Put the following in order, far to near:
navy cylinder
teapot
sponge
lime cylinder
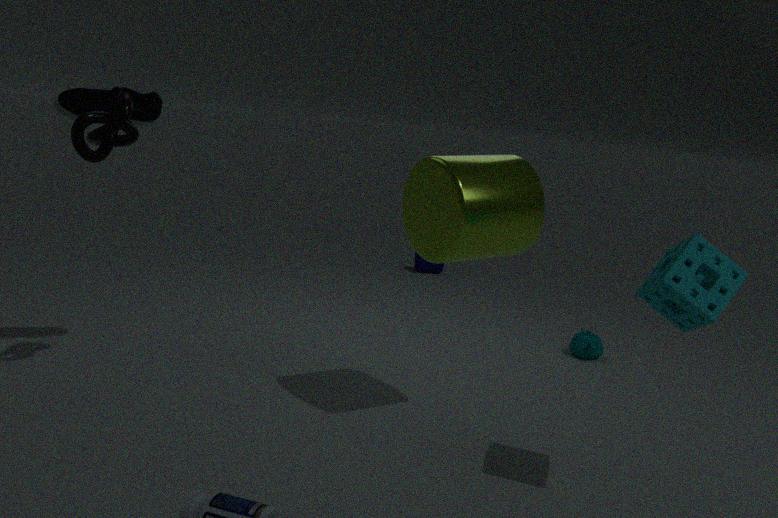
navy cylinder < teapot < lime cylinder < sponge
